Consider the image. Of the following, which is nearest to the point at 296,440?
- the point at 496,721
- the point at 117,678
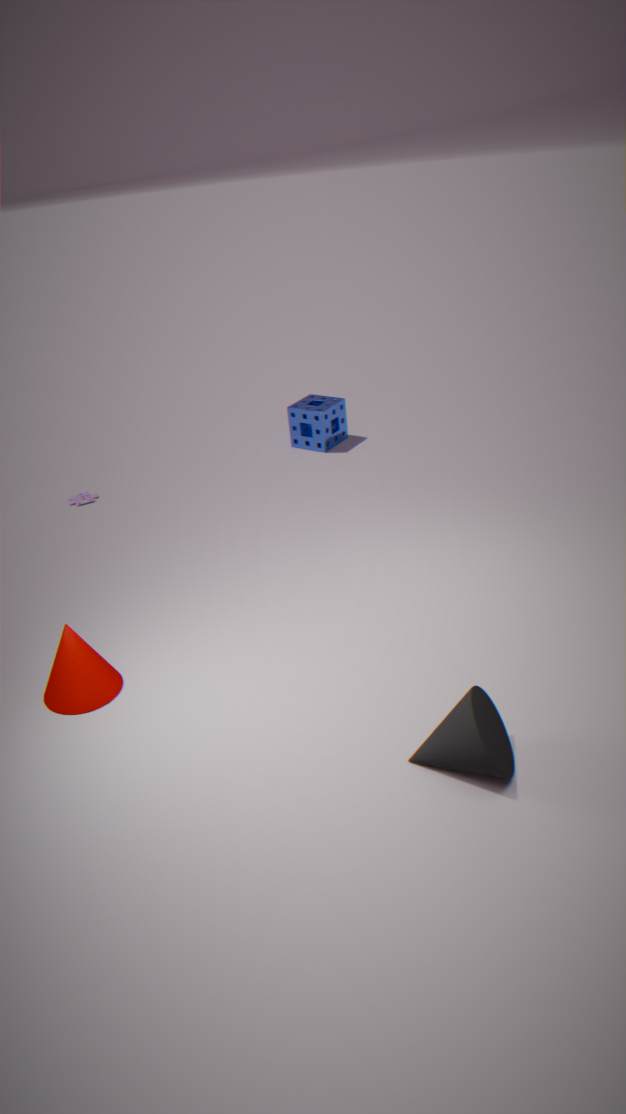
the point at 117,678
